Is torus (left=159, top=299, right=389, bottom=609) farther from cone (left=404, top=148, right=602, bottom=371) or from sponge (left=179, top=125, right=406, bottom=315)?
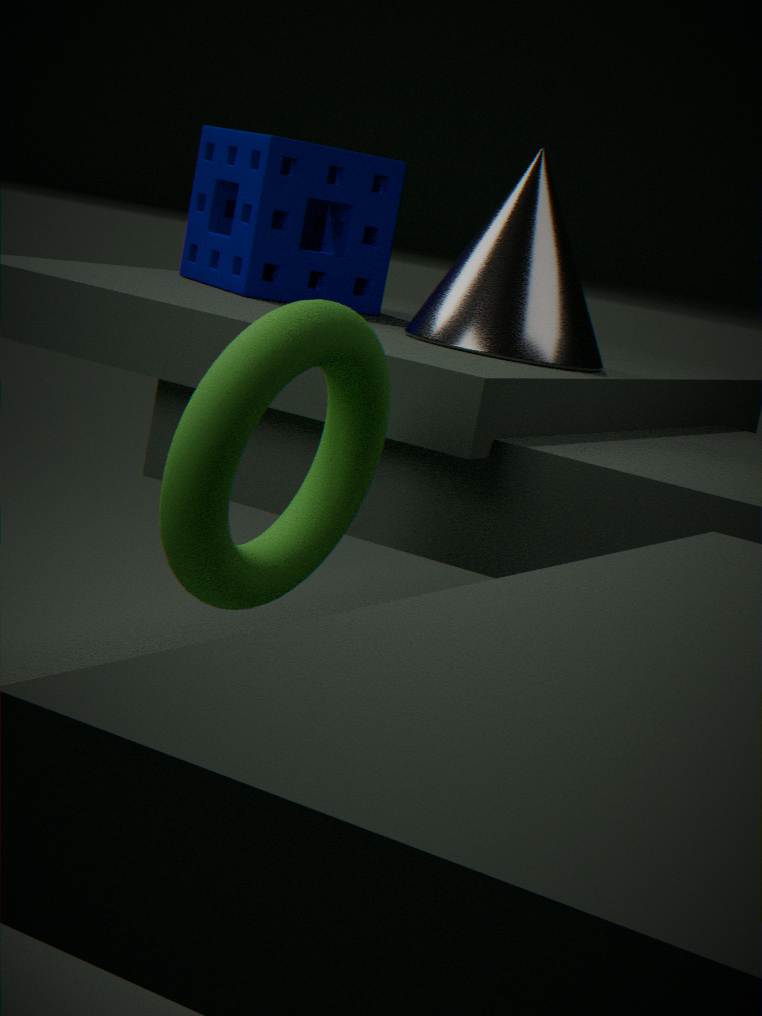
sponge (left=179, top=125, right=406, bottom=315)
